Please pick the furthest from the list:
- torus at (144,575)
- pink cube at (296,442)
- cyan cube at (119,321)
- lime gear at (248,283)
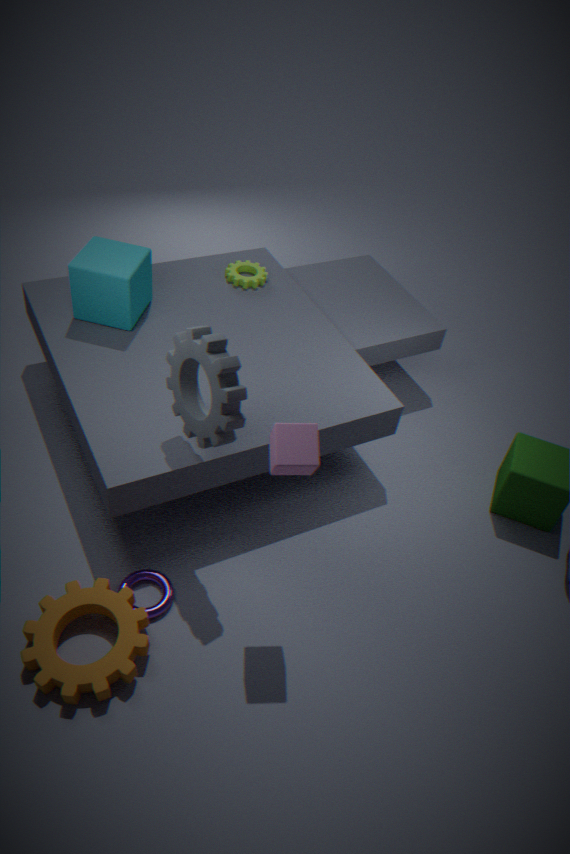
lime gear at (248,283)
